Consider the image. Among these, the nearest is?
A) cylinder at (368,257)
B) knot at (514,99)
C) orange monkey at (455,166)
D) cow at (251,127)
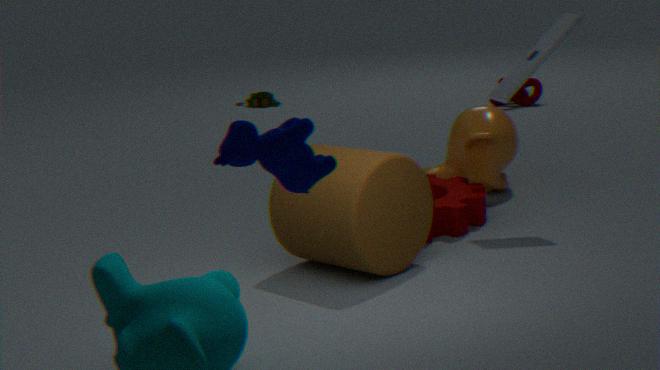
cow at (251,127)
